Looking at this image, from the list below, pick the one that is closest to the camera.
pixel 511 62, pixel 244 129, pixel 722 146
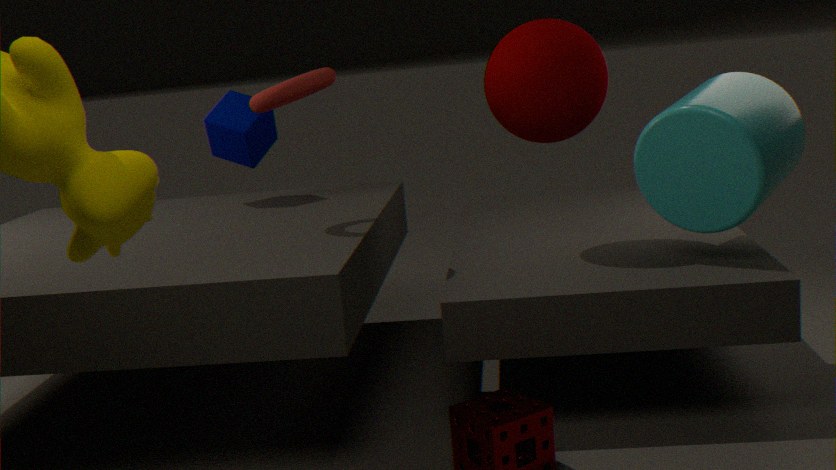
pixel 722 146
